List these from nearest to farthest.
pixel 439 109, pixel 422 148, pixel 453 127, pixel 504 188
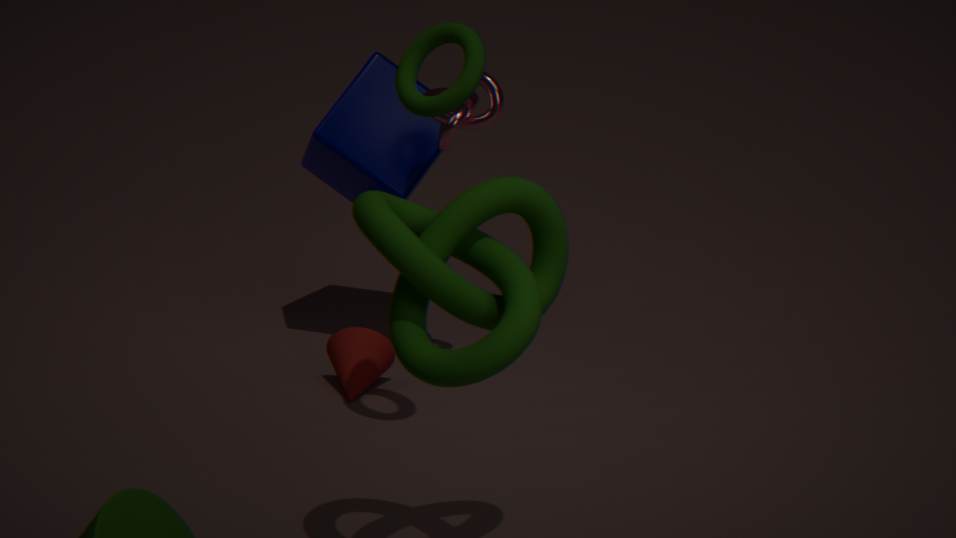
pixel 504 188 < pixel 439 109 < pixel 453 127 < pixel 422 148
